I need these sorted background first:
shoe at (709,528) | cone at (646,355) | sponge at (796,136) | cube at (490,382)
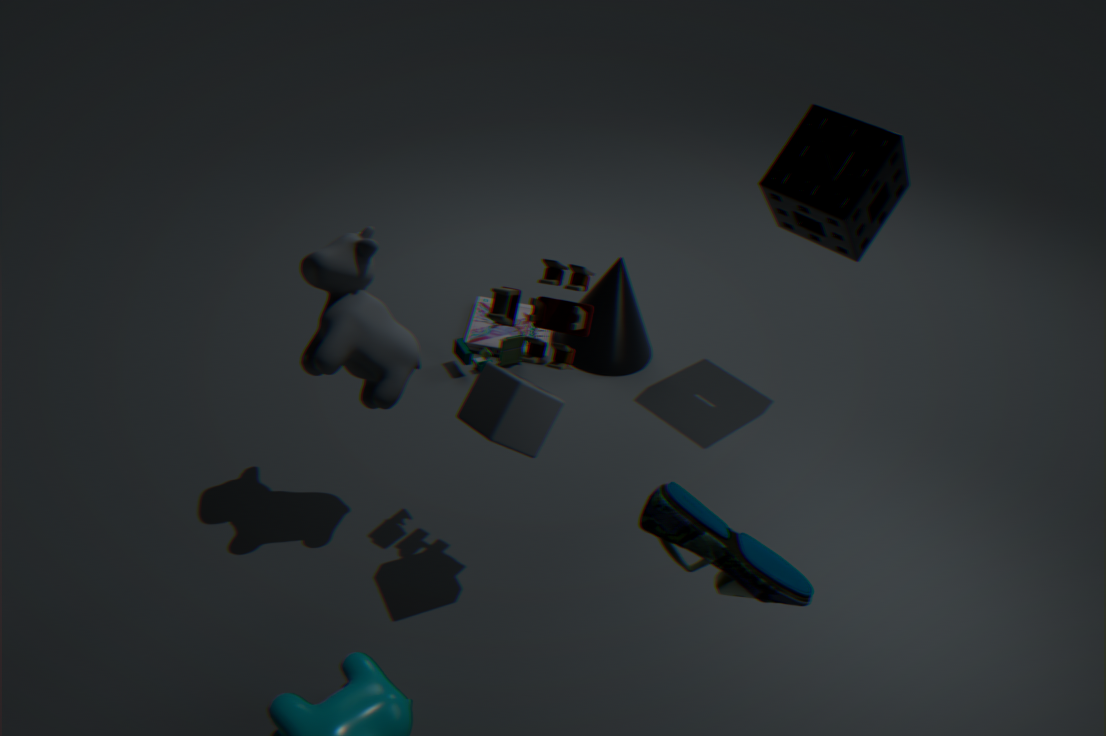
cone at (646,355)
sponge at (796,136)
cube at (490,382)
shoe at (709,528)
